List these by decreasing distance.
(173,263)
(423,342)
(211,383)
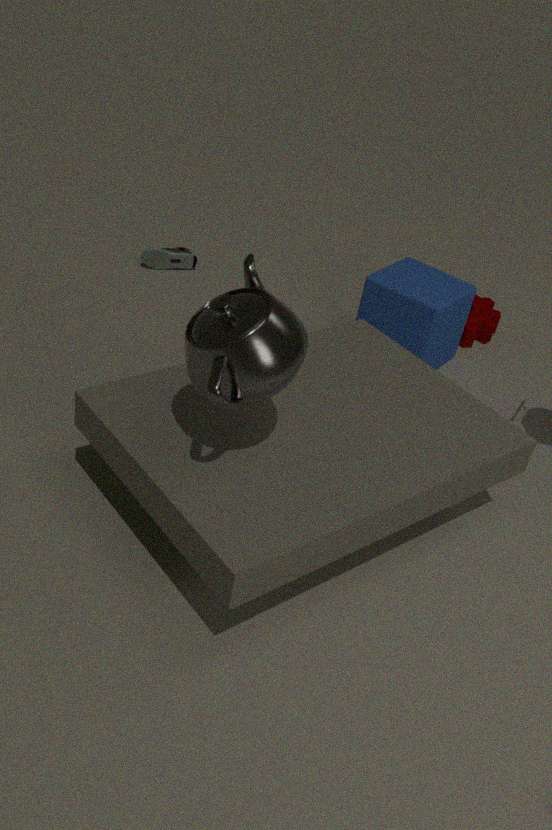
(173,263)
(423,342)
(211,383)
